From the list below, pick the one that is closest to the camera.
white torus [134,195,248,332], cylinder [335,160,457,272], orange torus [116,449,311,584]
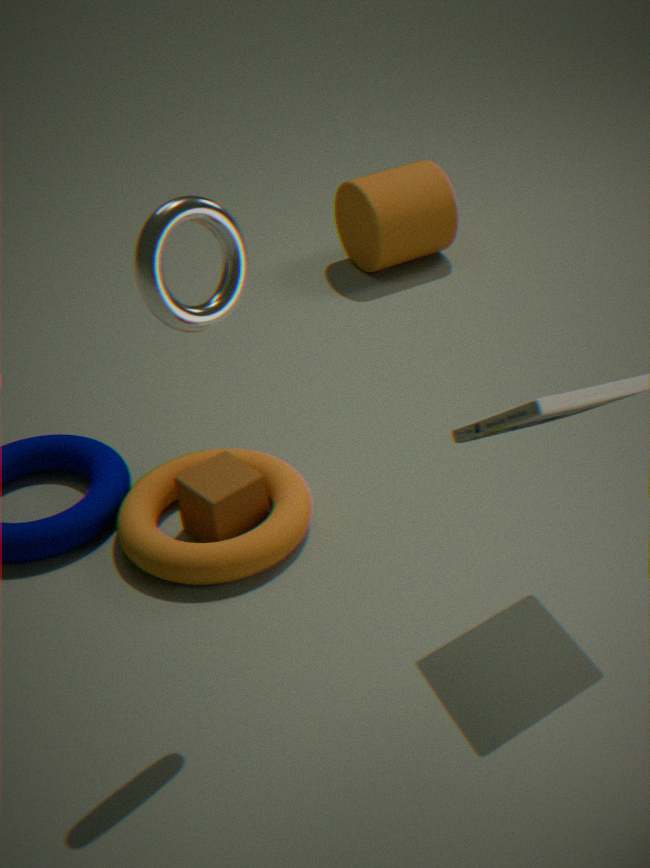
white torus [134,195,248,332]
